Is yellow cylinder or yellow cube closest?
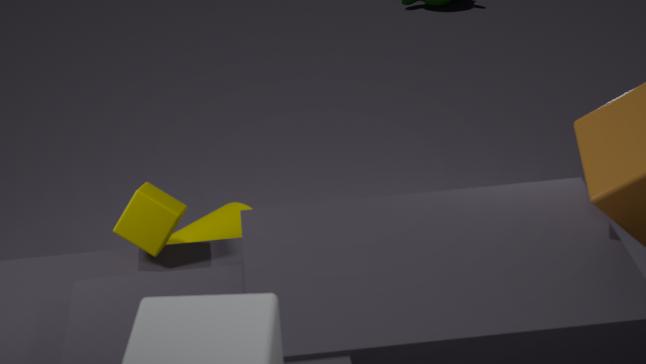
yellow cube
